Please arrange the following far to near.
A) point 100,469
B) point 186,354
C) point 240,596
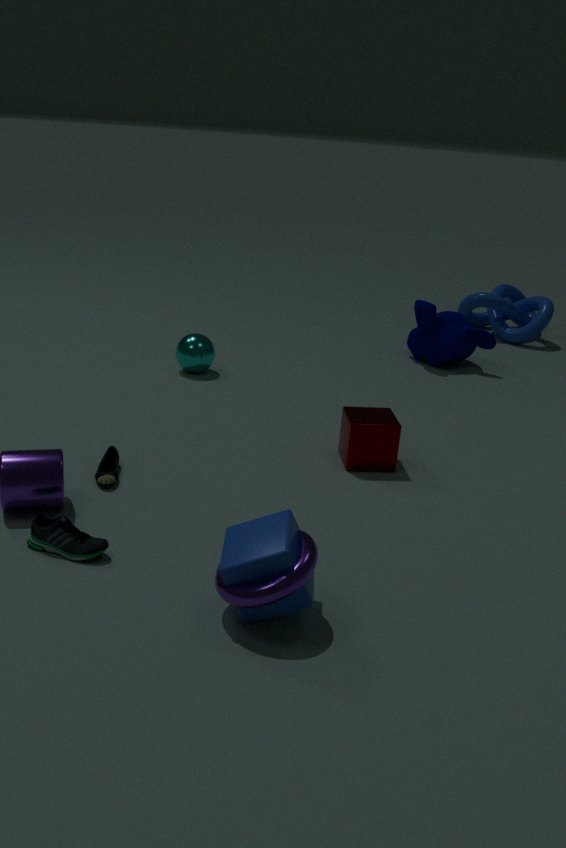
point 186,354 → point 100,469 → point 240,596
